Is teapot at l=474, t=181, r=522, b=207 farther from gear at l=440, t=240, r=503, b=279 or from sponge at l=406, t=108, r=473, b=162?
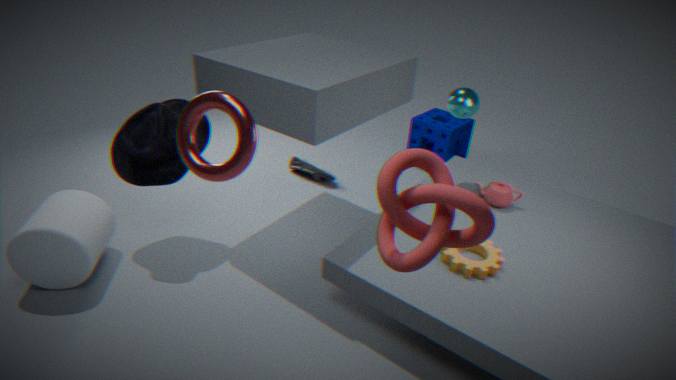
sponge at l=406, t=108, r=473, b=162
